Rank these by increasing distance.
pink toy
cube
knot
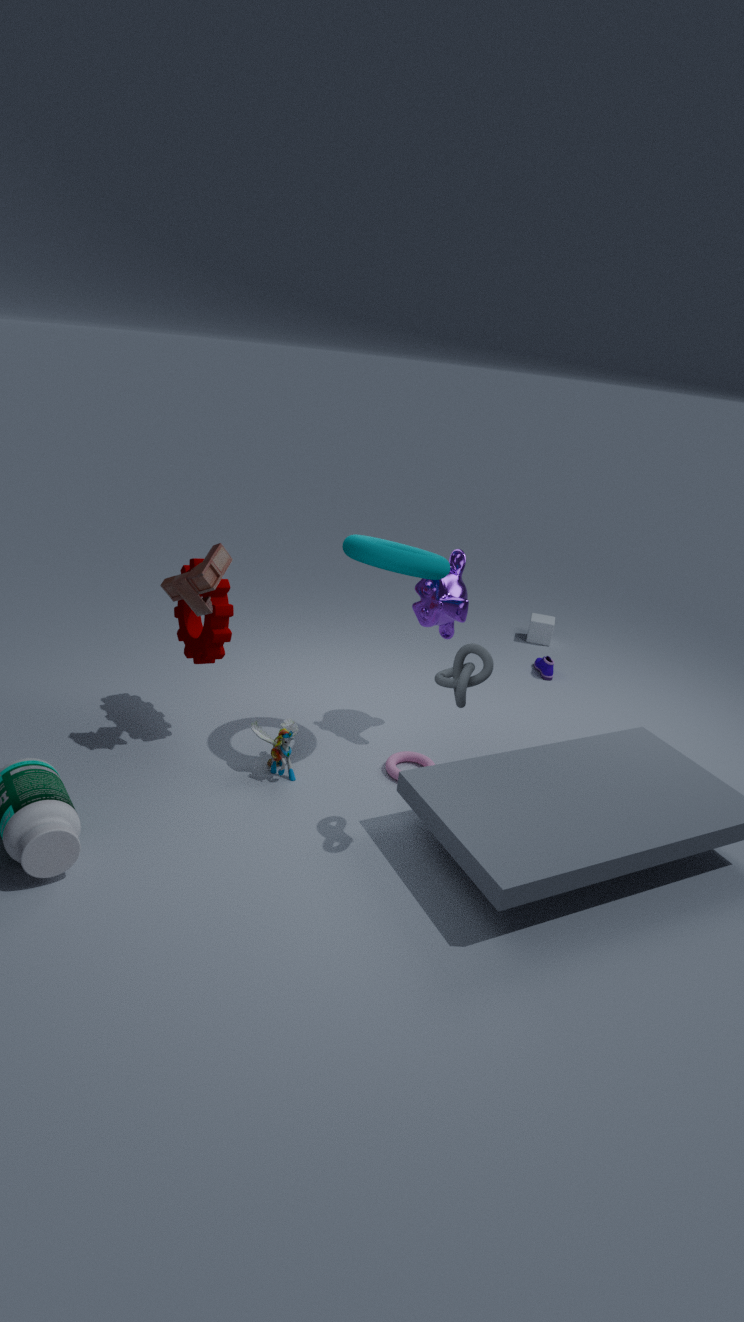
1. knot
2. pink toy
3. cube
